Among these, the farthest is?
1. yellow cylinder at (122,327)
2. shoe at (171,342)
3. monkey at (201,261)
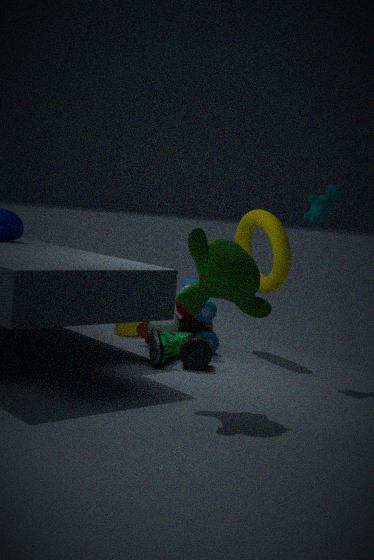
yellow cylinder at (122,327)
